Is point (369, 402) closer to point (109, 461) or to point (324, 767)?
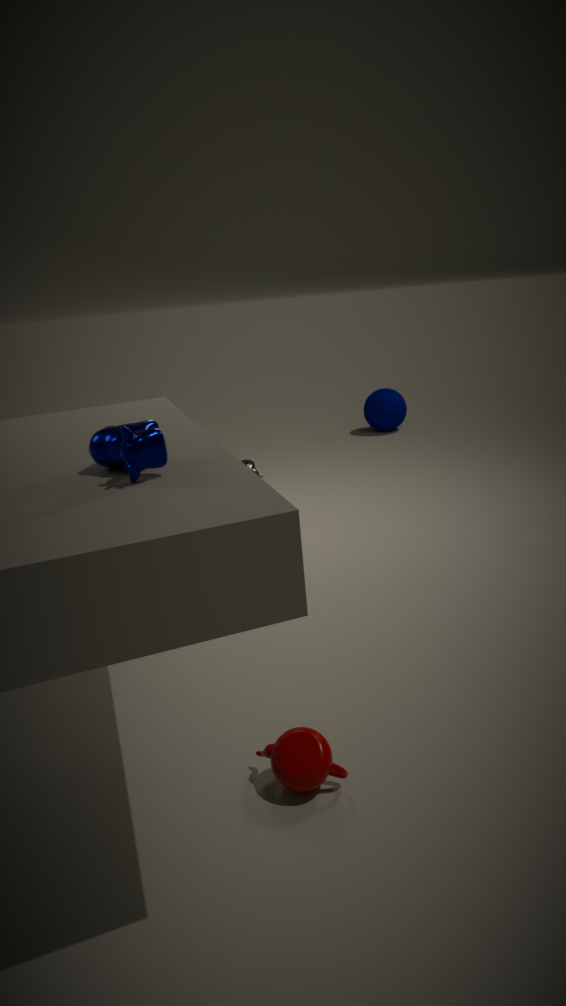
point (324, 767)
